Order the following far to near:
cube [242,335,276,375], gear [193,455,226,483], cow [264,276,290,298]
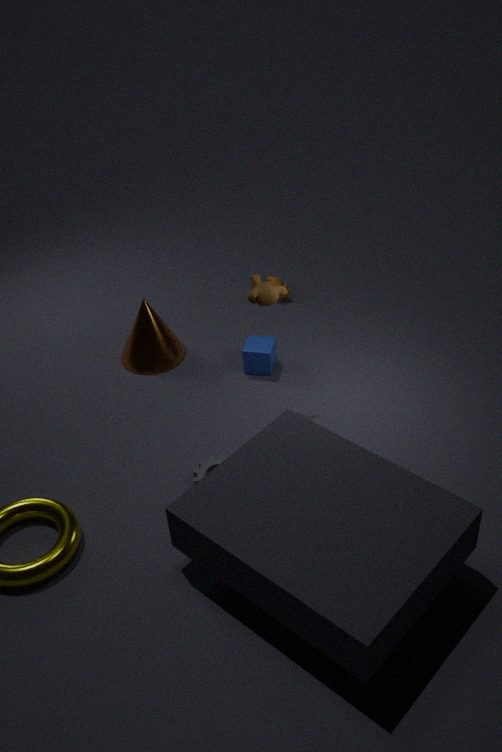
cow [264,276,290,298] → cube [242,335,276,375] → gear [193,455,226,483]
